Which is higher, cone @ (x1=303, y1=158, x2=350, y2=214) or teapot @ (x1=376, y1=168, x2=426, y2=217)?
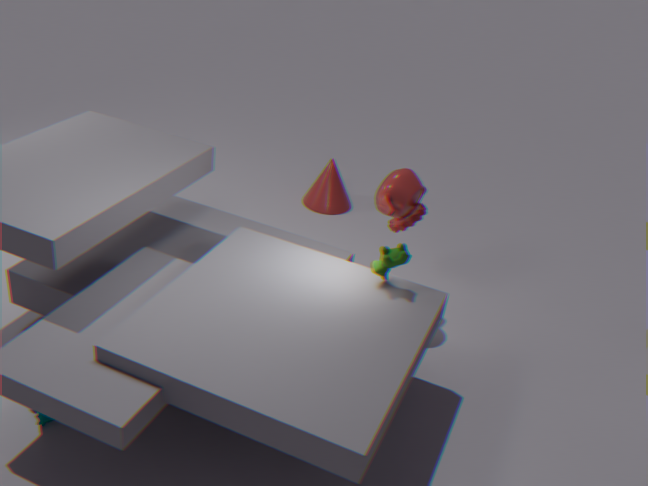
teapot @ (x1=376, y1=168, x2=426, y2=217)
